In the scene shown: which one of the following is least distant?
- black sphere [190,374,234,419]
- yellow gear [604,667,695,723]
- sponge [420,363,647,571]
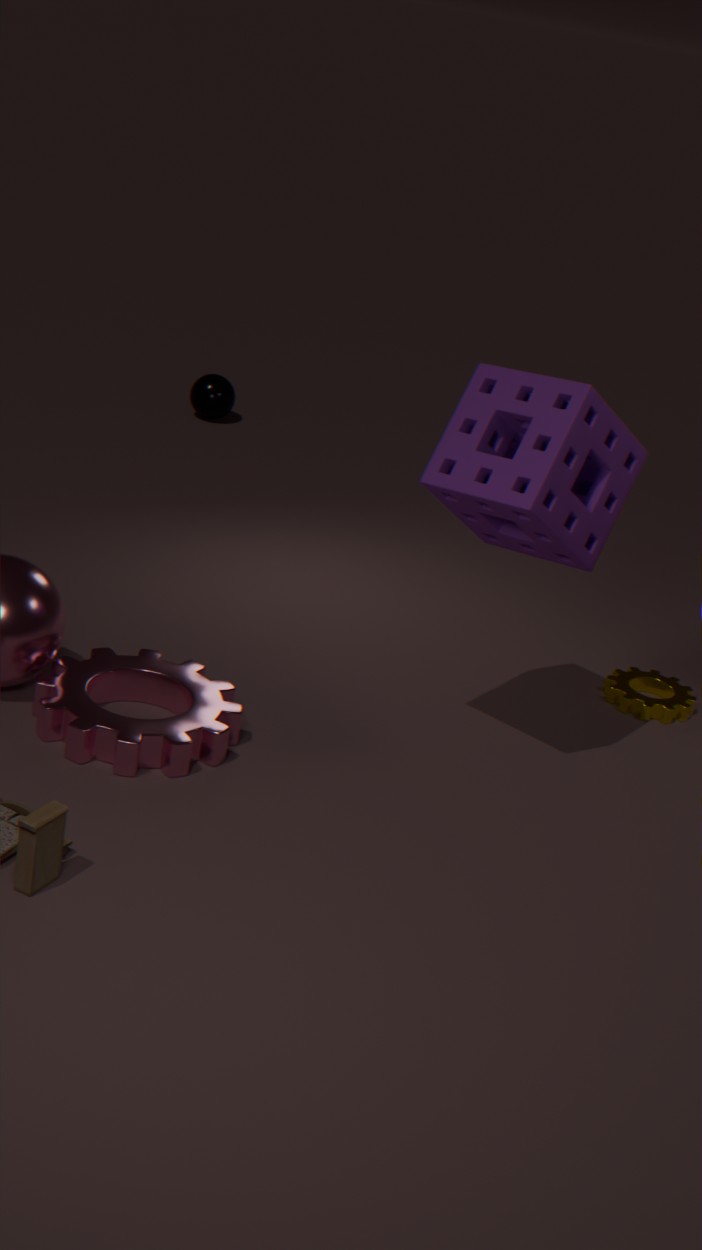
sponge [420,363,647,571]
